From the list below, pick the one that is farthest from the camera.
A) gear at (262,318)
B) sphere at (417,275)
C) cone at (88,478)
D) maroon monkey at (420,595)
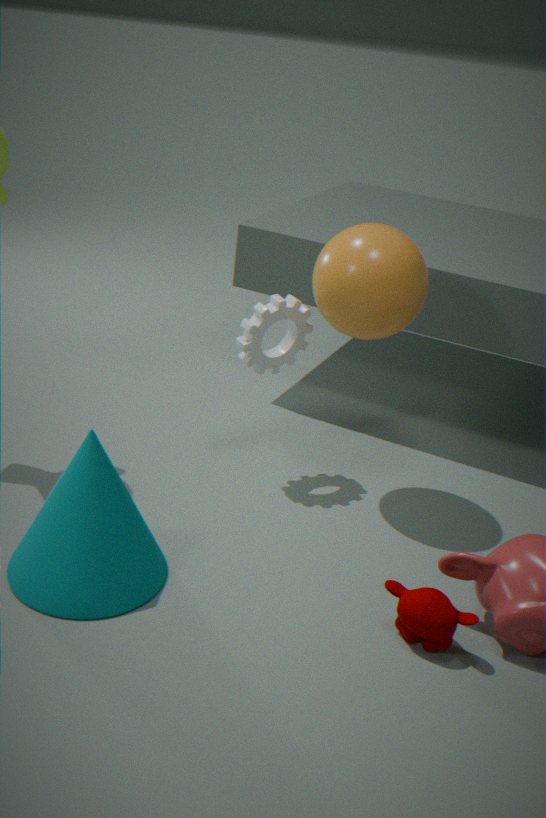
gear at (262,318)
